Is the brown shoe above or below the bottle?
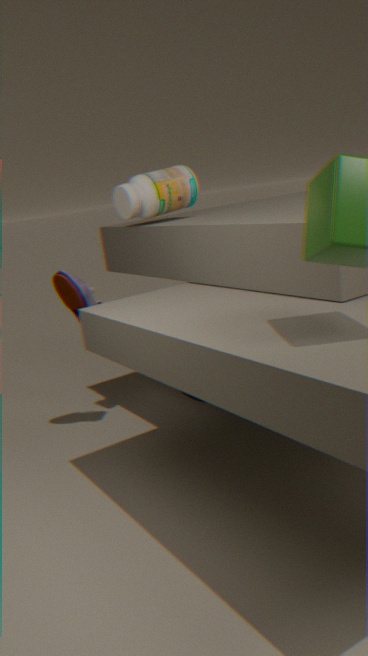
below
